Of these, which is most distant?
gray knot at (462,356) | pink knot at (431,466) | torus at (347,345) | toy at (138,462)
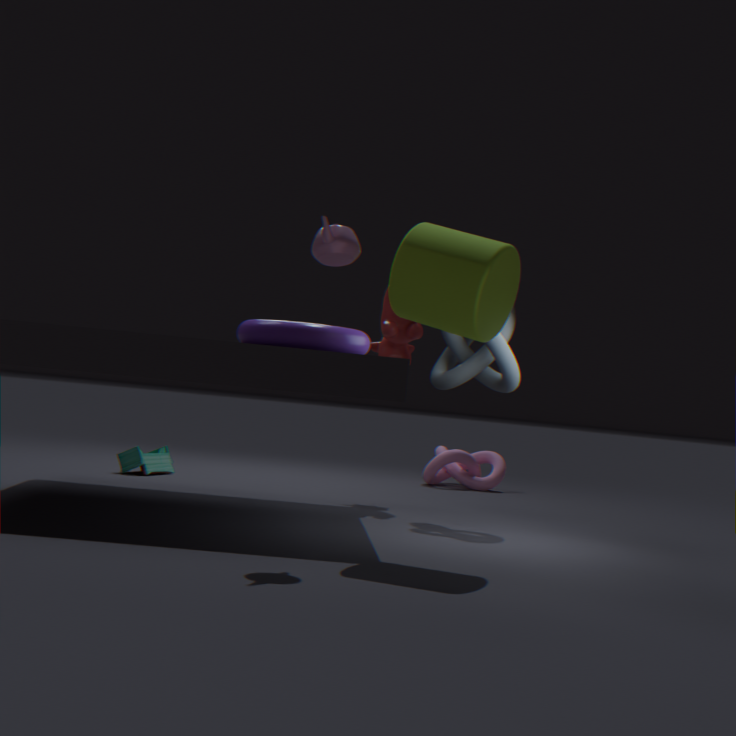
pink knot at (431,466)
